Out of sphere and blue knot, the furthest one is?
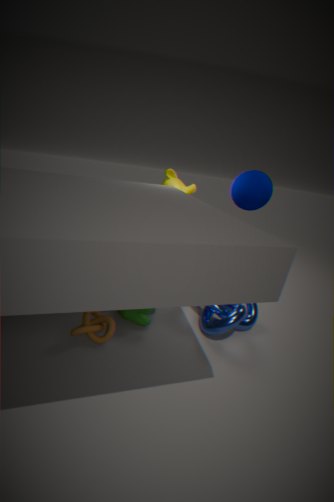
sphere
